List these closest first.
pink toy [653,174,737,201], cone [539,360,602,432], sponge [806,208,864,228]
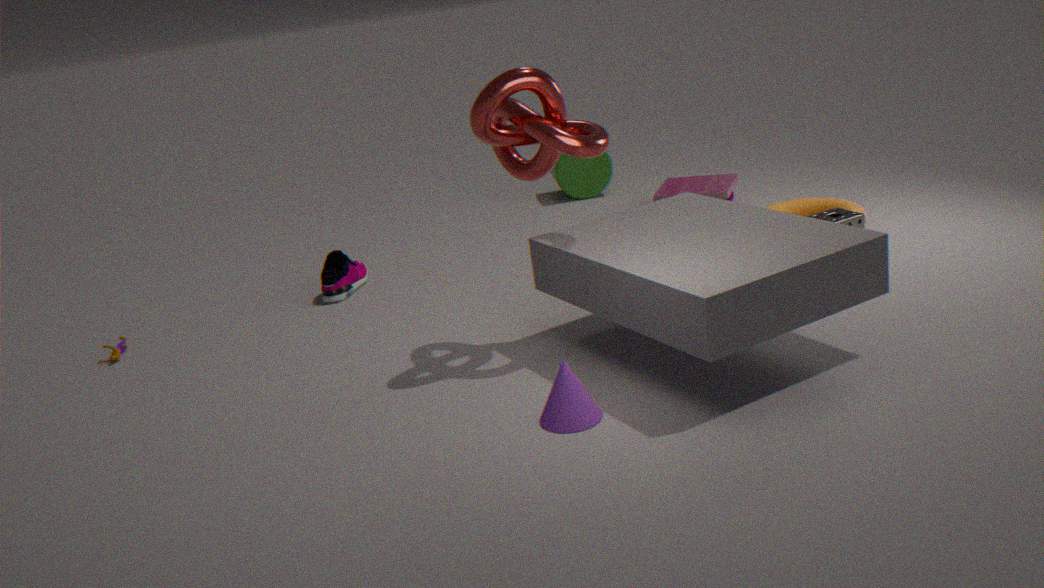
cone [539,360,602,432]
sponge [806,208,864,228]
pink toy [653,174,737,201]
